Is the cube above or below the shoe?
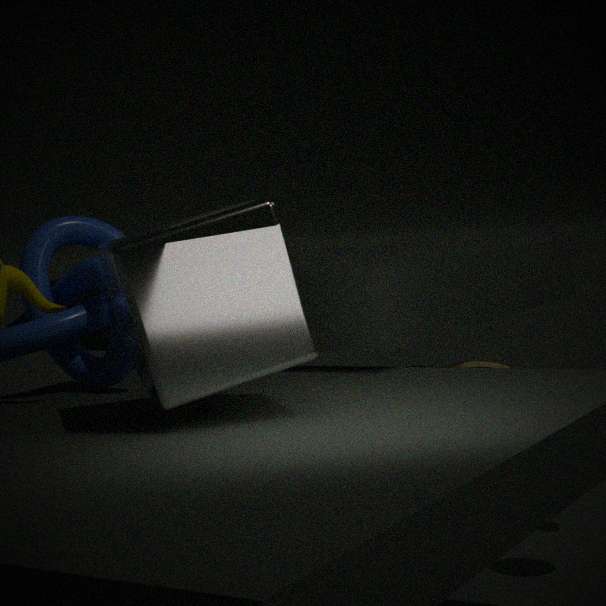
above
